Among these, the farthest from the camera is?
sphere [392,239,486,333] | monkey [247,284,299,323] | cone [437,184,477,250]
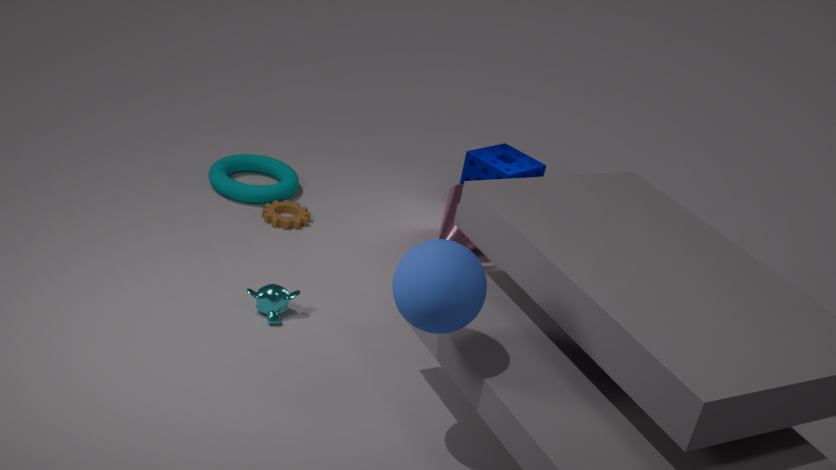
cone [437,184,477,250]
